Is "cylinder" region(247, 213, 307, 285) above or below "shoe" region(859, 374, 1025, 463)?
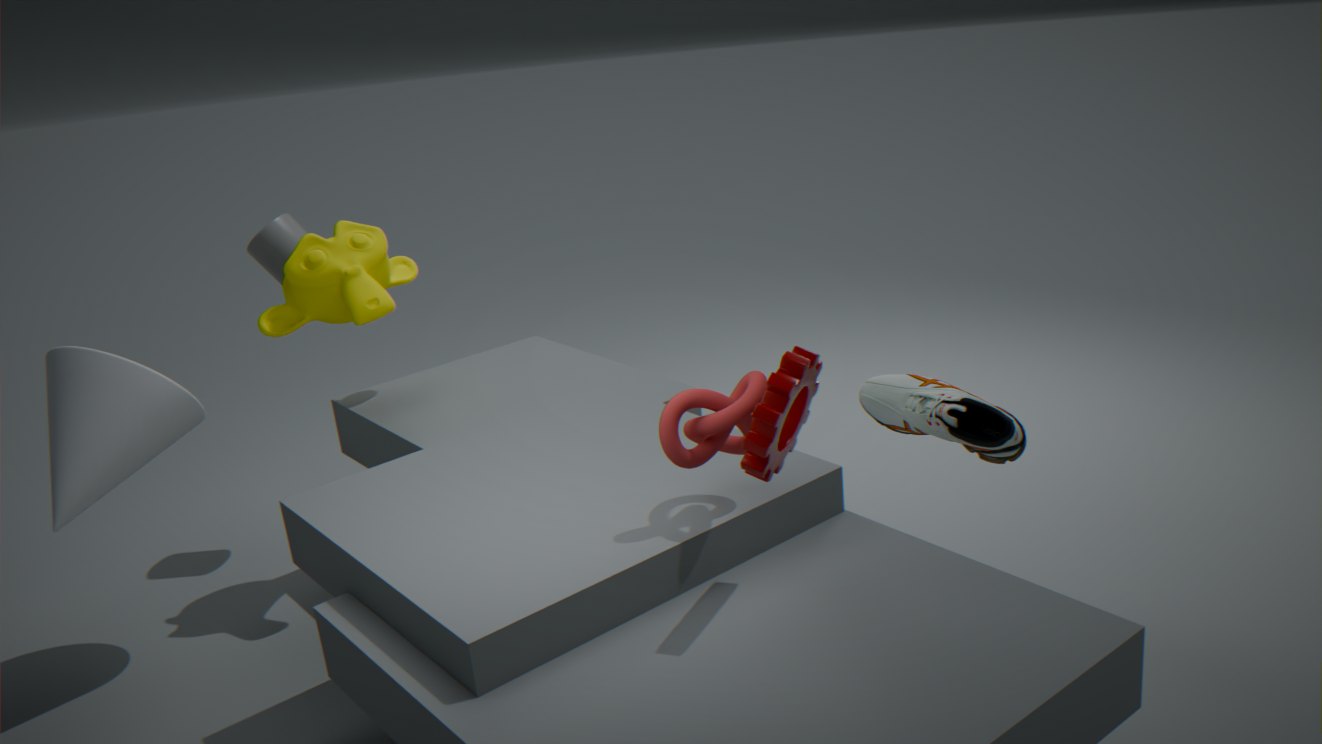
above
